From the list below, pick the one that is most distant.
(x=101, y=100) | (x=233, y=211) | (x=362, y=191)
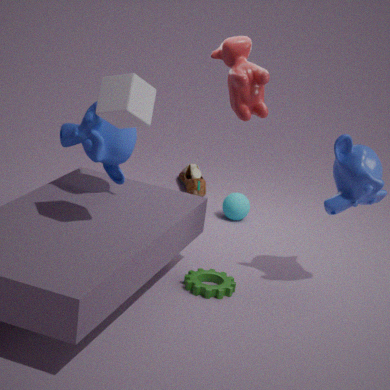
(x=233, y=211)
